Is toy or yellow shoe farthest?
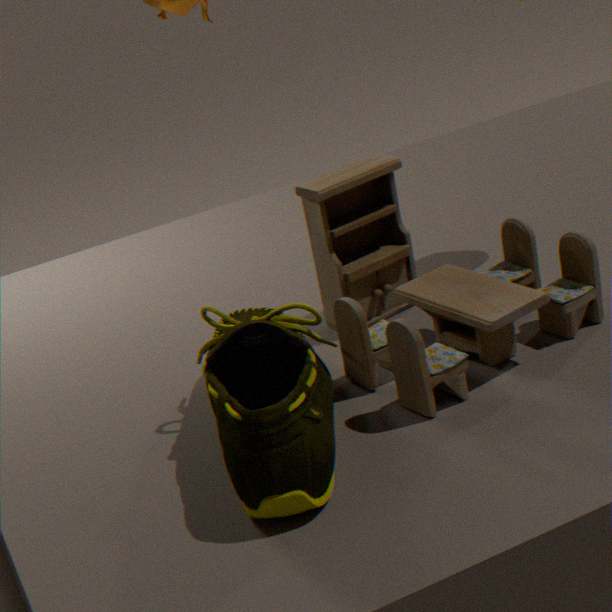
toy
